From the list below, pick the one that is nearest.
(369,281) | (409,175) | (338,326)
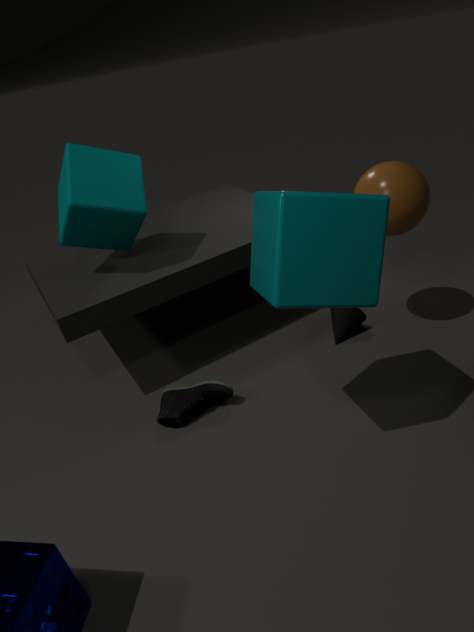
(369,281)
